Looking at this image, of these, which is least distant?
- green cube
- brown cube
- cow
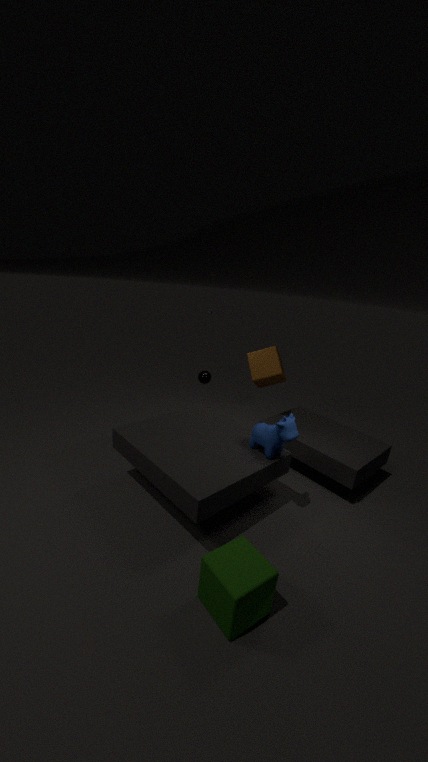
green cube
